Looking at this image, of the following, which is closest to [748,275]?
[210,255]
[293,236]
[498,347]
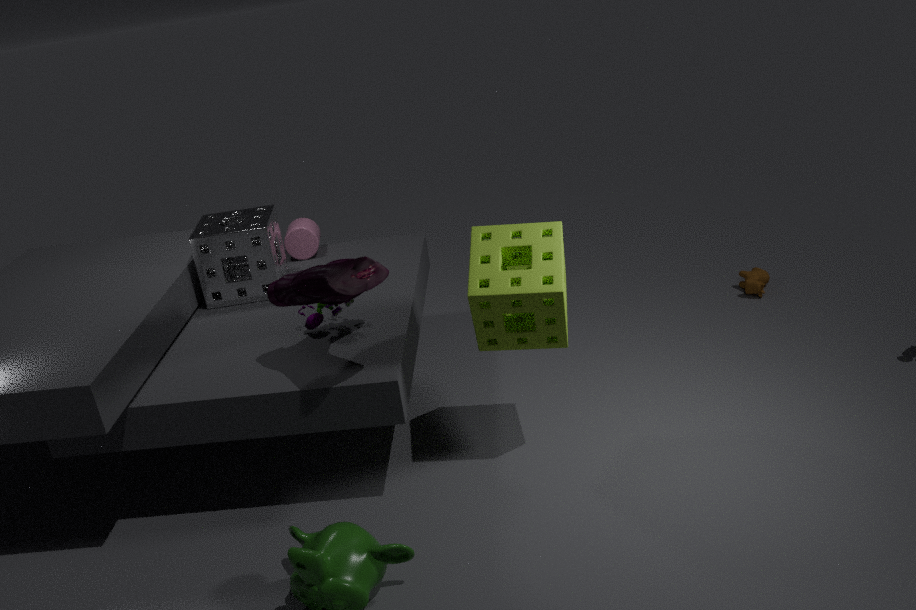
[498,347]
